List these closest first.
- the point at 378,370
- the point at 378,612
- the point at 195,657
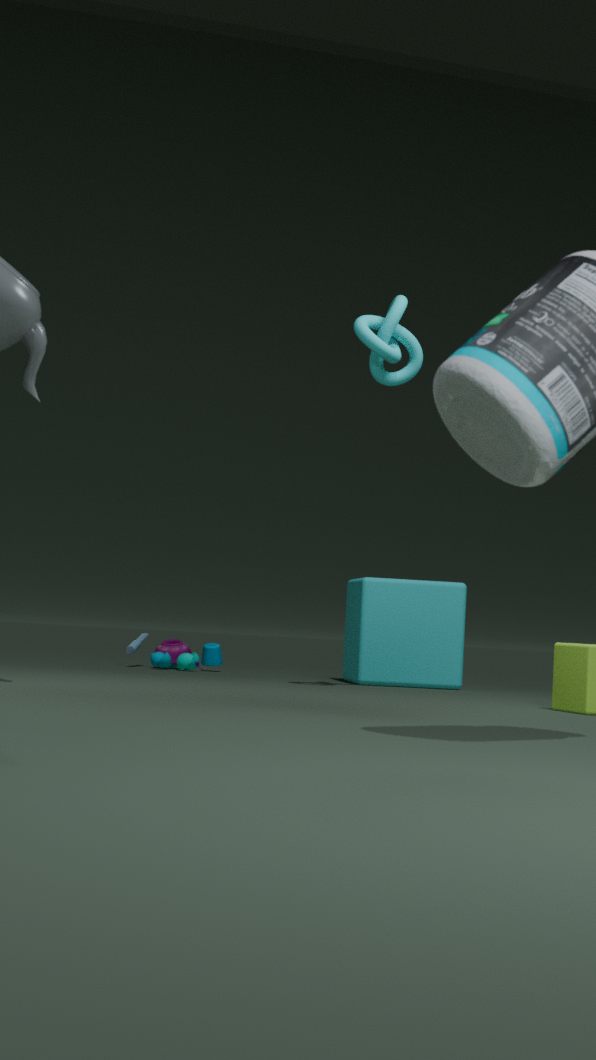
the point at 378,370 < the point at 378,612 < the point at 195,657
